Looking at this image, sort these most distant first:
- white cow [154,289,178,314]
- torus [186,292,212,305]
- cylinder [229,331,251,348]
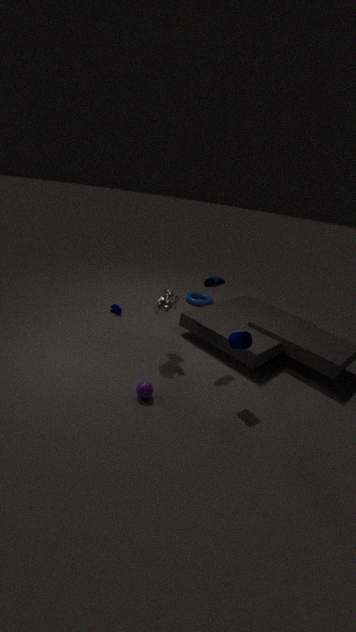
torus [186,292,212,305] → white cow [154,289,178,314] → cylinder [229,331,251,348]
